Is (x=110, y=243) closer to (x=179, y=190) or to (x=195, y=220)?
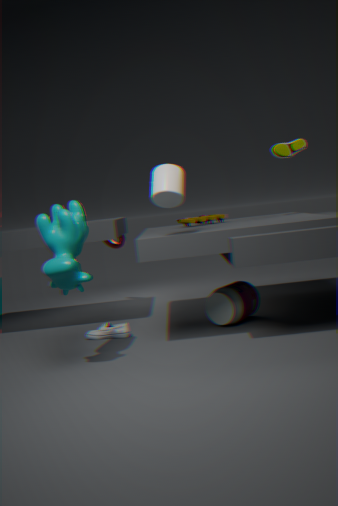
(x=195, y=220)
